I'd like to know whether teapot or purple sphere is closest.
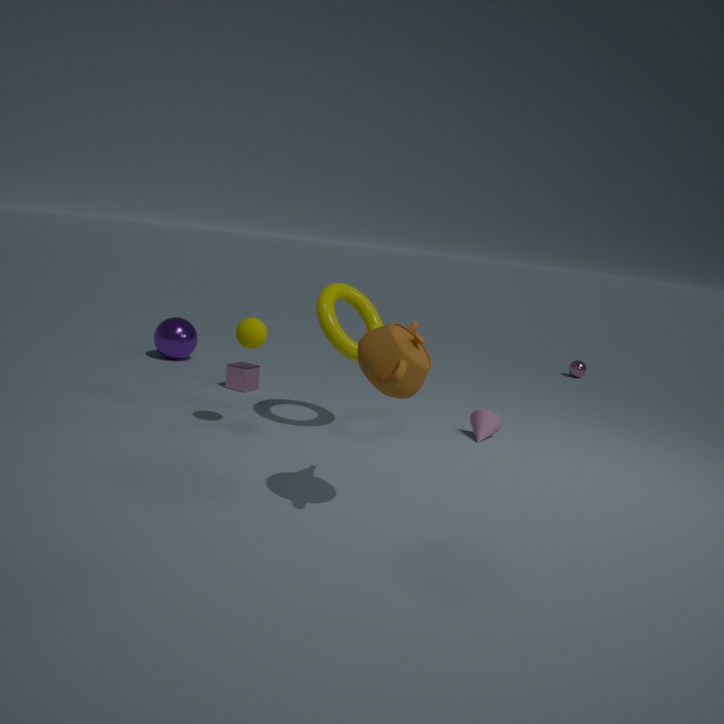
teapot
